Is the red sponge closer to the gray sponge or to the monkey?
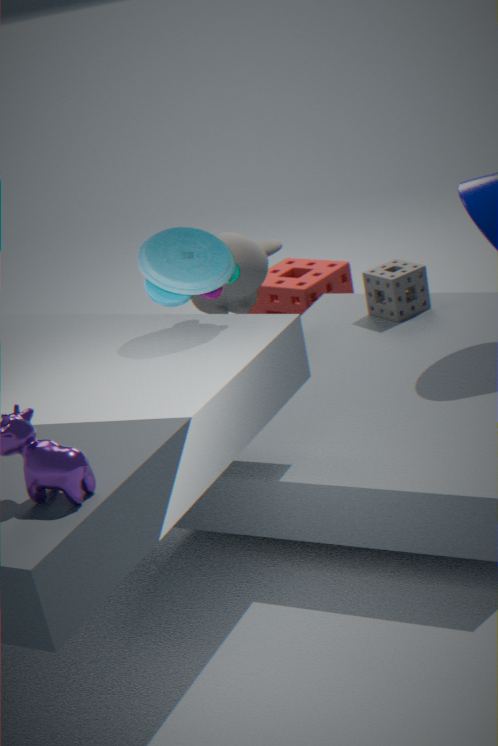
the gray sponge
